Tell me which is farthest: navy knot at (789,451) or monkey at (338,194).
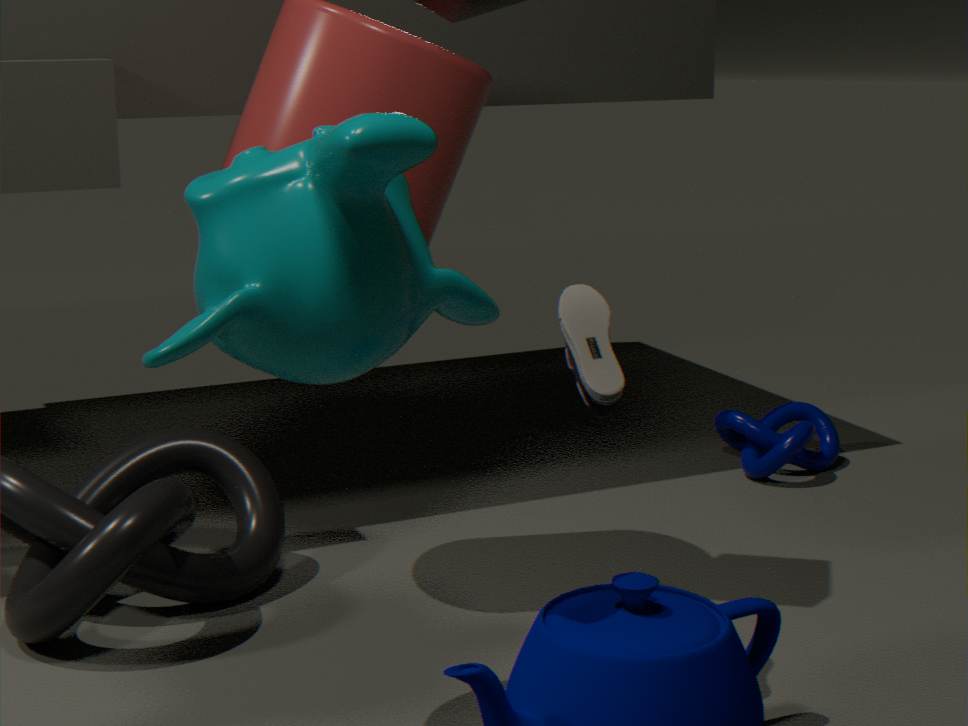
navy knot at (789,451)
